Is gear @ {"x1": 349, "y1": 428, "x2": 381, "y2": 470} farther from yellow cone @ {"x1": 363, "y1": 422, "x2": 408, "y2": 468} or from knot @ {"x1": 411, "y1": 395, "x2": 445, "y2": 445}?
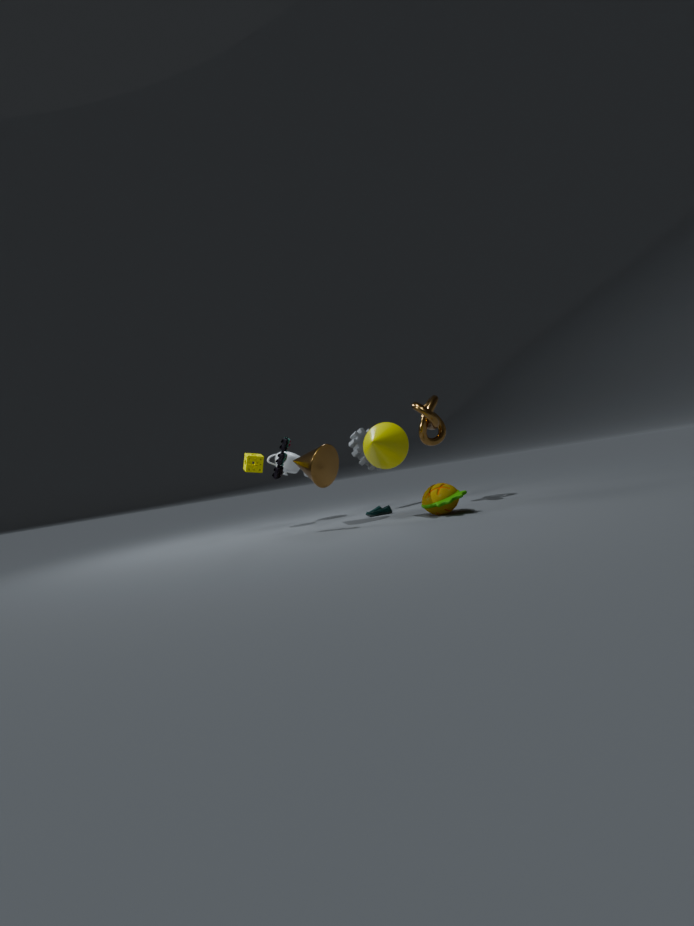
yellow cone @ {"x1": 363, "y1": 422, "x2": 408, "y2": 468}
